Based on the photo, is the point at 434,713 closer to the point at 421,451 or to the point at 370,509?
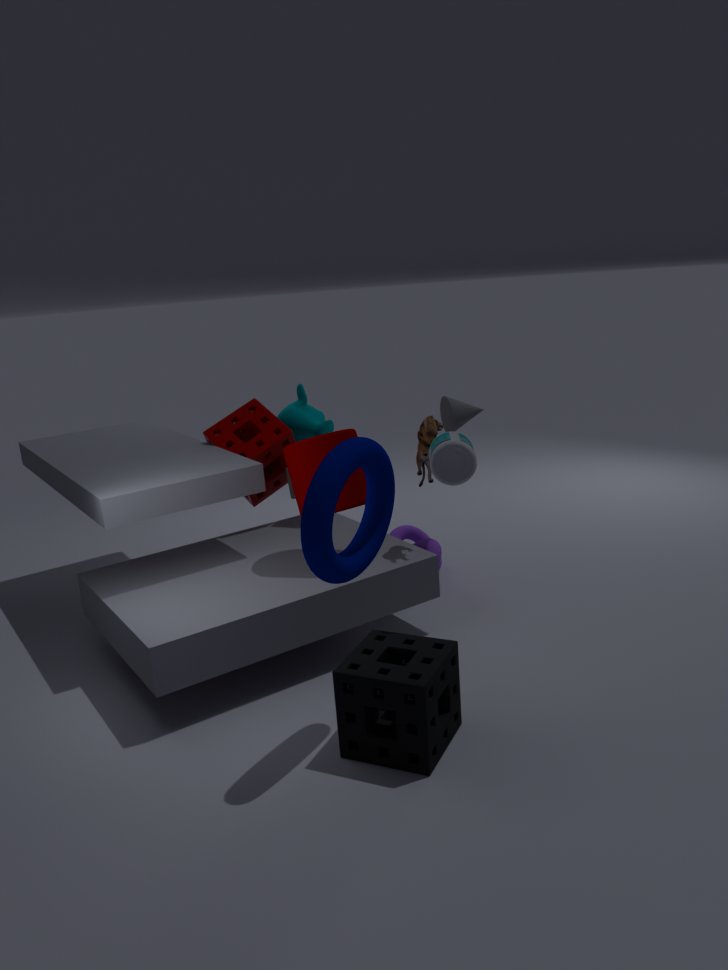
the point at 370,509
